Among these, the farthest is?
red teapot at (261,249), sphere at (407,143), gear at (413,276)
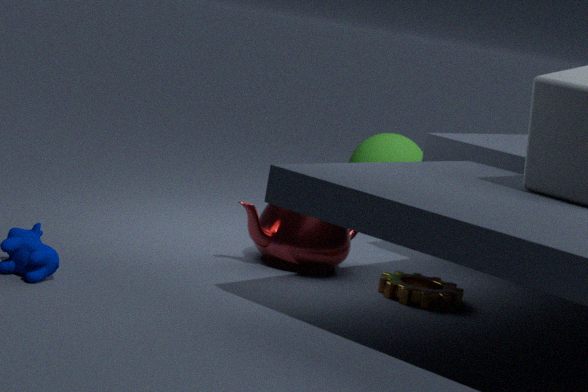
sphere at (407,143)
